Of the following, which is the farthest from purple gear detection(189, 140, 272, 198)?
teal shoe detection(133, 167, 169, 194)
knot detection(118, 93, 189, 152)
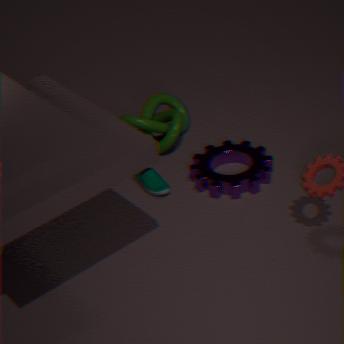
knot detection(118, 93, 189, 152)
